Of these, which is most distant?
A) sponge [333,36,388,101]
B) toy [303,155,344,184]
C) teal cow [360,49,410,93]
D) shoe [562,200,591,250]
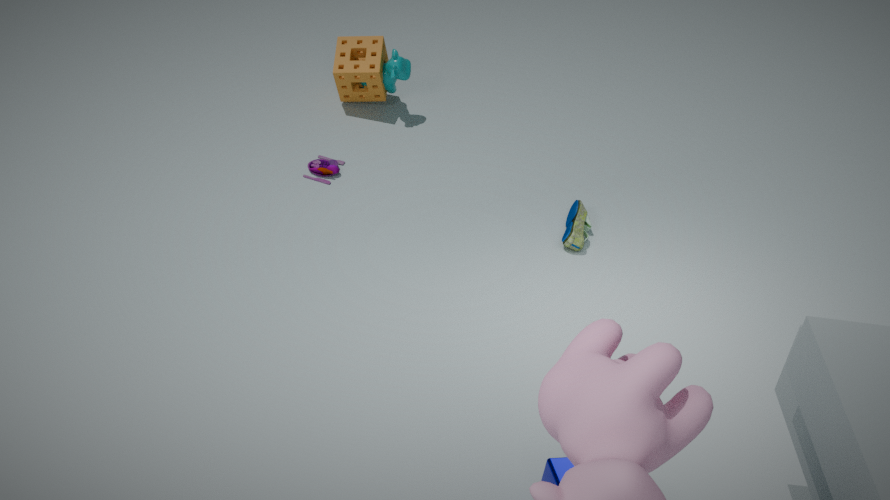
sponge [333,36,388,101]
